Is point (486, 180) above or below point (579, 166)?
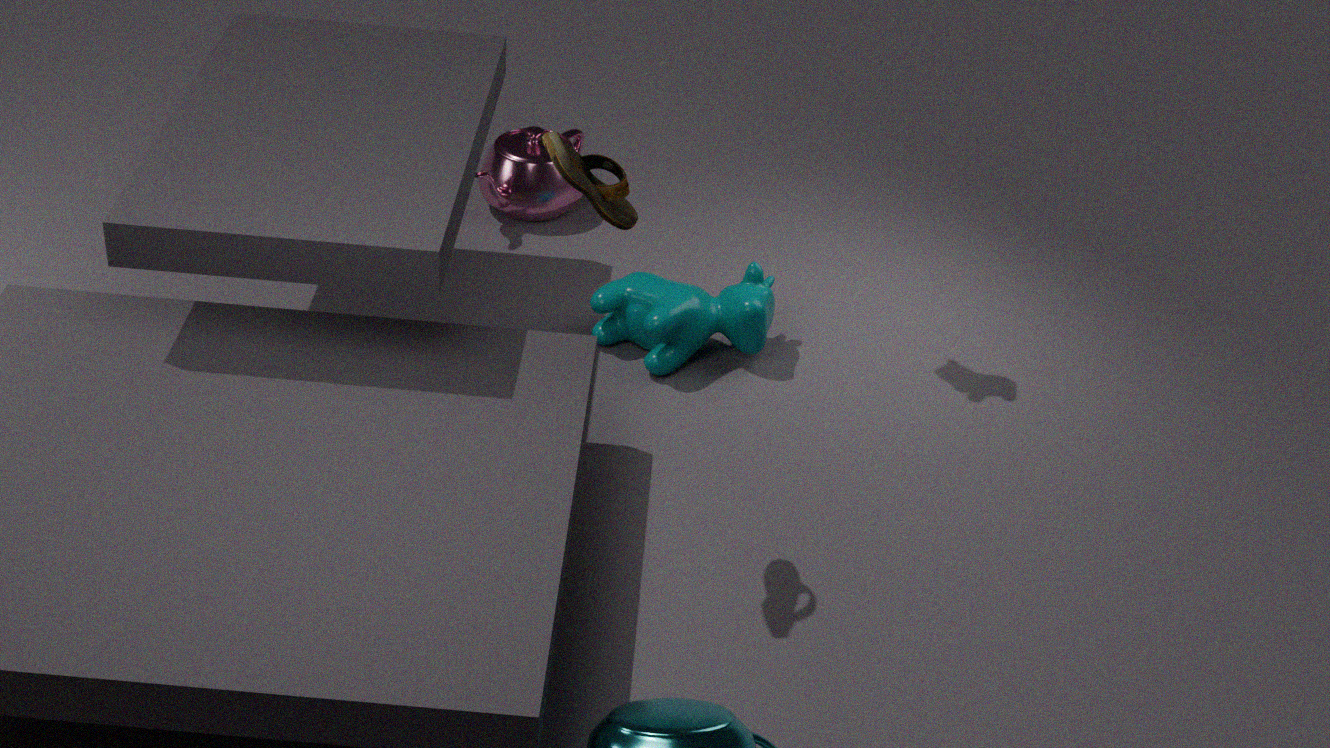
below
